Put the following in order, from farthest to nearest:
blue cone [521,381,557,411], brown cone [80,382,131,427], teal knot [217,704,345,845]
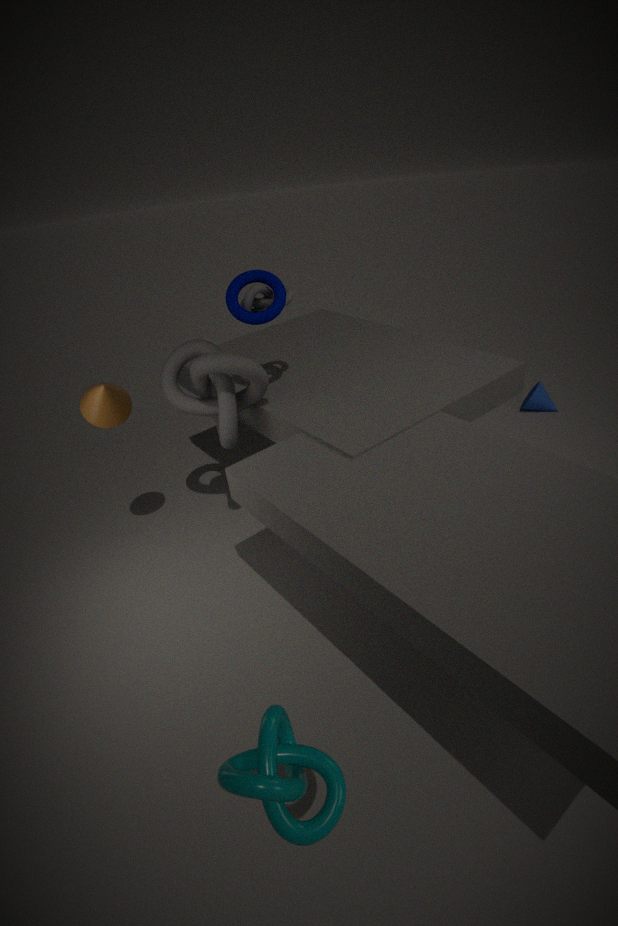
blue cone [521,381,557,411]
brown cone [80,382,131,427]
teal knot [217,704,345,845]
